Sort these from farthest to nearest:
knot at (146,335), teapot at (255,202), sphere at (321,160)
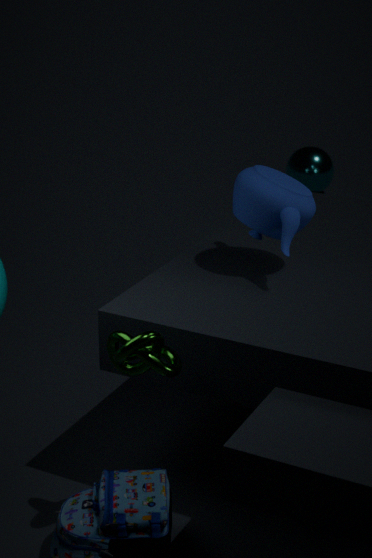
sphere at (321,160)
teapot at (255,202)
knot at (146,335)
